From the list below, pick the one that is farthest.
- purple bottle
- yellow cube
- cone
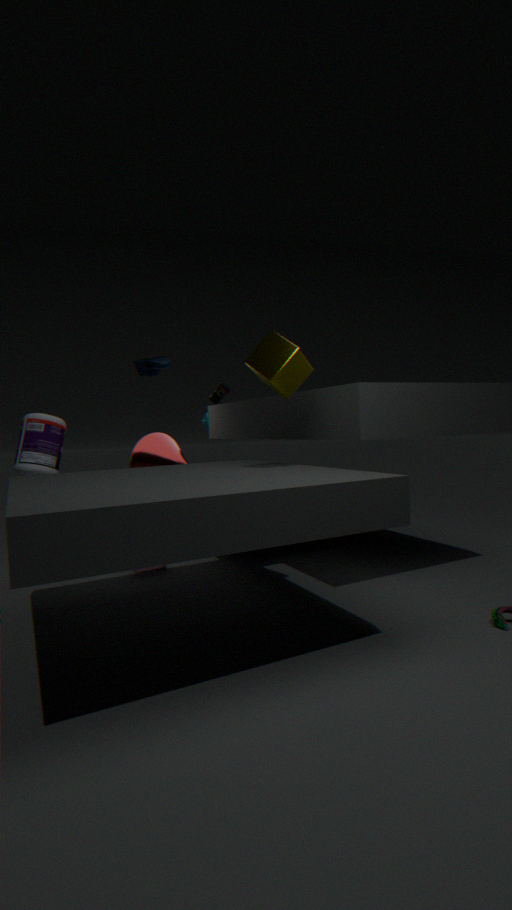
cone
